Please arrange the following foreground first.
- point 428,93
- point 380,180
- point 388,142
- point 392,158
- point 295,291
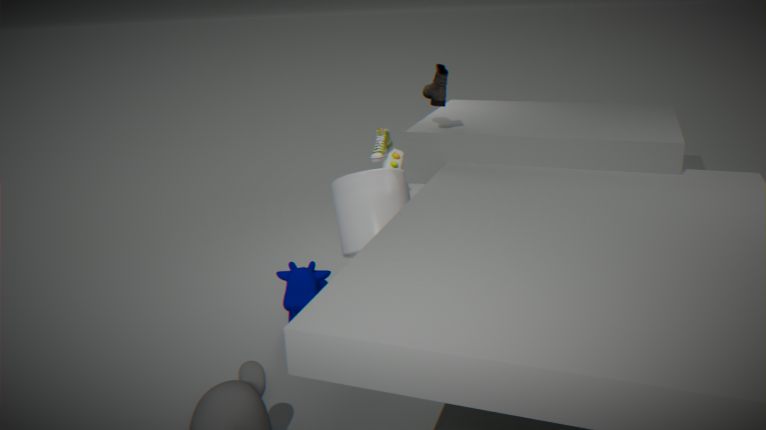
point 295,291 → point 380,180 → point 428,93 → point 388,142 → point 392,158
